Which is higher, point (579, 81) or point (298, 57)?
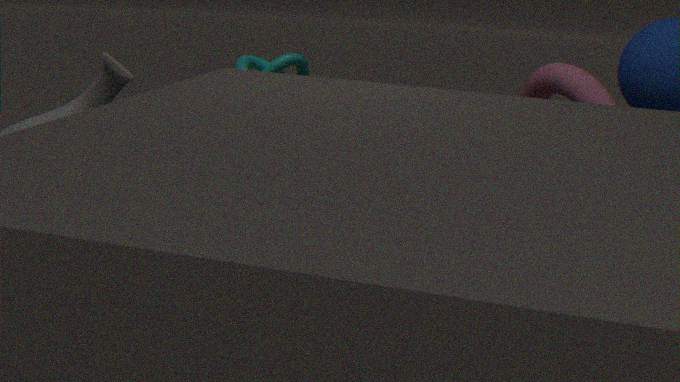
point (298, 57)
